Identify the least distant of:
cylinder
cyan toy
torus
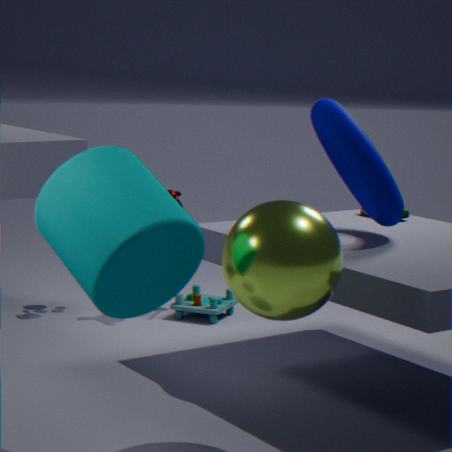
cylinder
